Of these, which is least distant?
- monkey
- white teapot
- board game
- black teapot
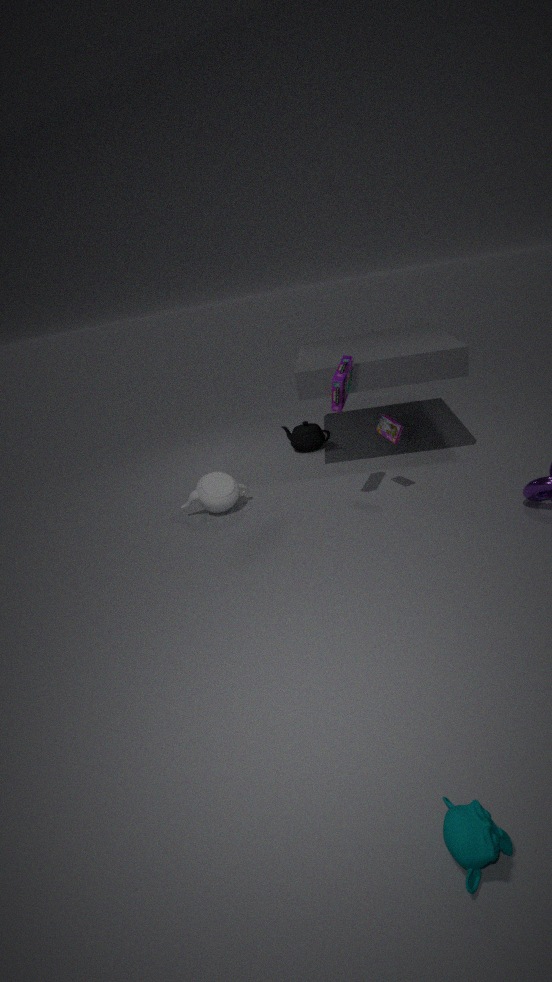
monkey
